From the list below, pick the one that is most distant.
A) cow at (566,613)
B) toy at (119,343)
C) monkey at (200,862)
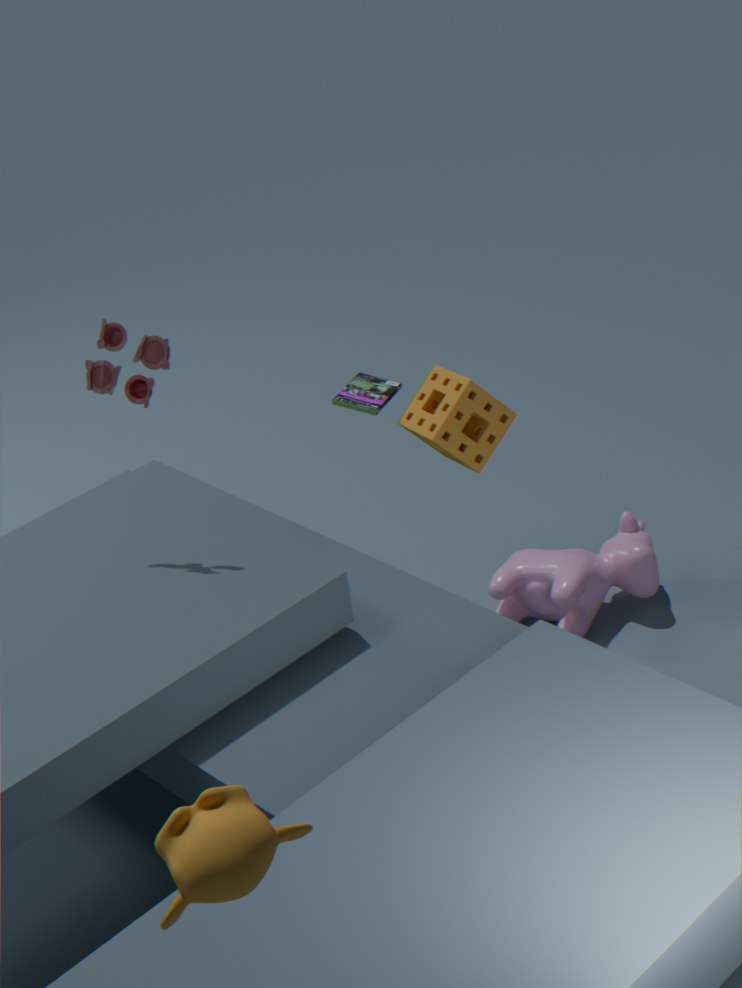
cow at (566,613)
